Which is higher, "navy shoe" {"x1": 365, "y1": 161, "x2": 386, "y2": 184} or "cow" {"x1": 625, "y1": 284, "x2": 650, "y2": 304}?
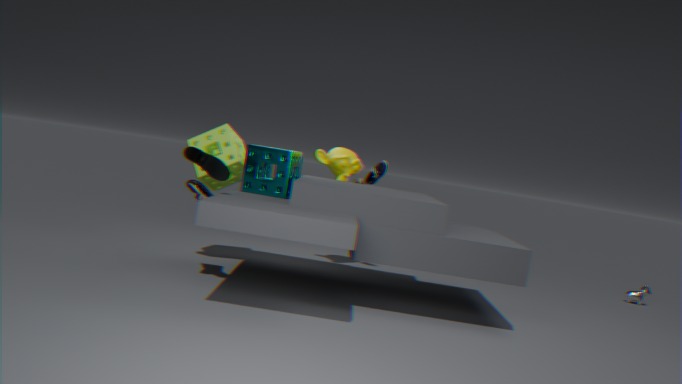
"navy shoe" {"x1": 365, "y1": 161, "x2": 386, "y2": 184}
